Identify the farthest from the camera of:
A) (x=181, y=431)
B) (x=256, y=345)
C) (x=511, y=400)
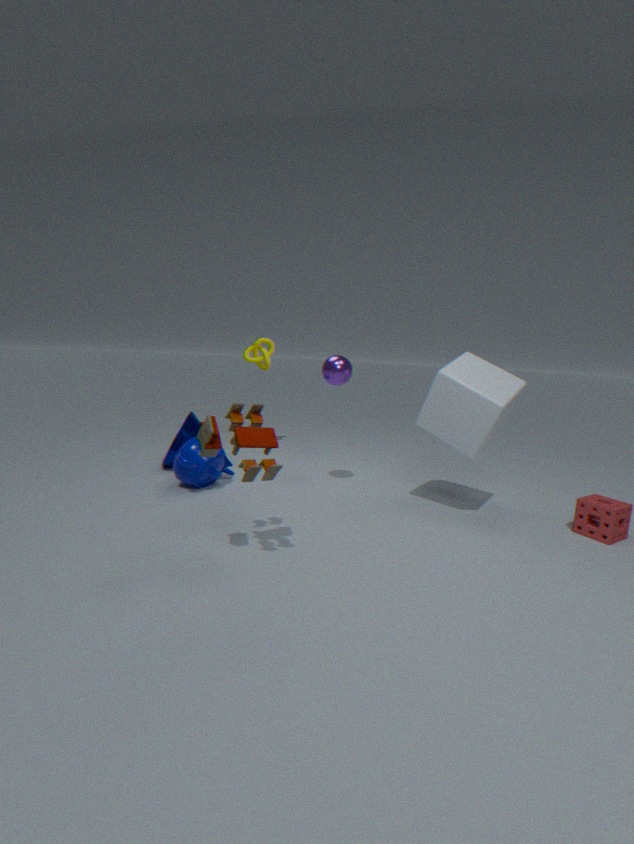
(x=256, y=345)
